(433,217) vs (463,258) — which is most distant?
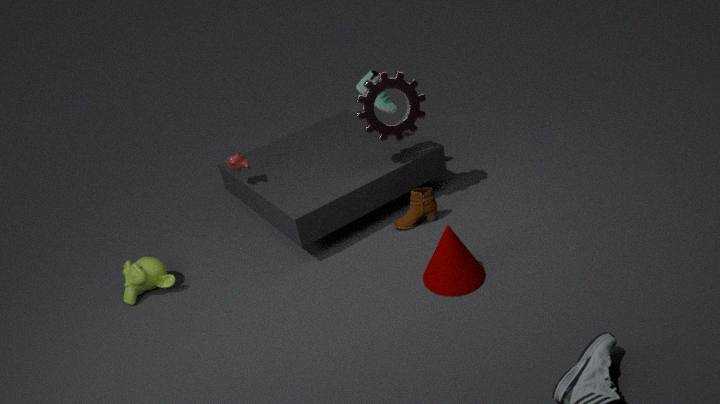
(433,217)
